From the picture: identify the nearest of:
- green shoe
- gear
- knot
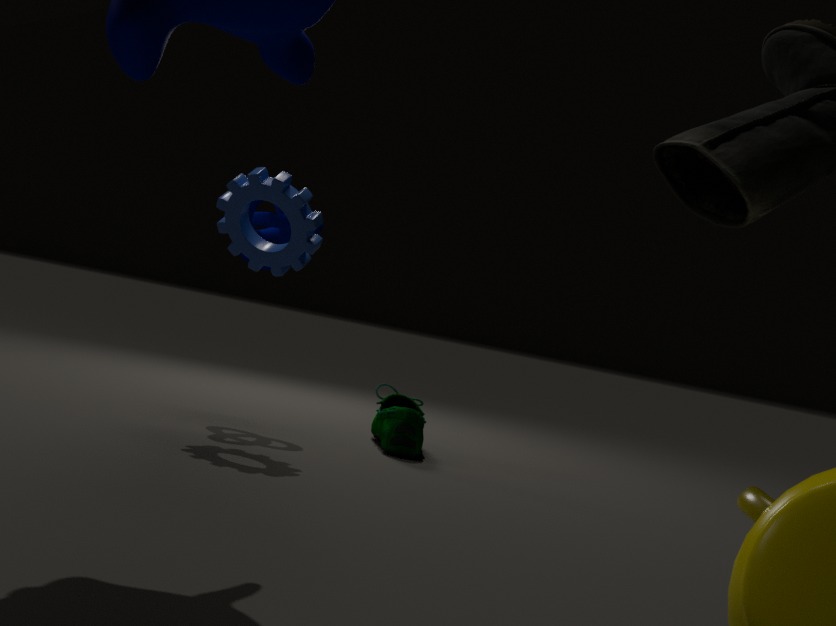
gear
